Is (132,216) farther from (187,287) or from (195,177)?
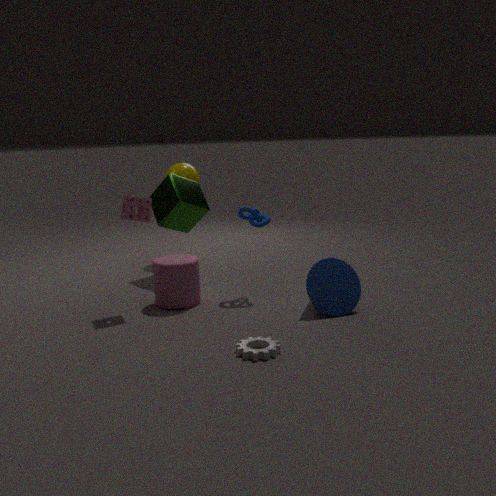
(195,177)
